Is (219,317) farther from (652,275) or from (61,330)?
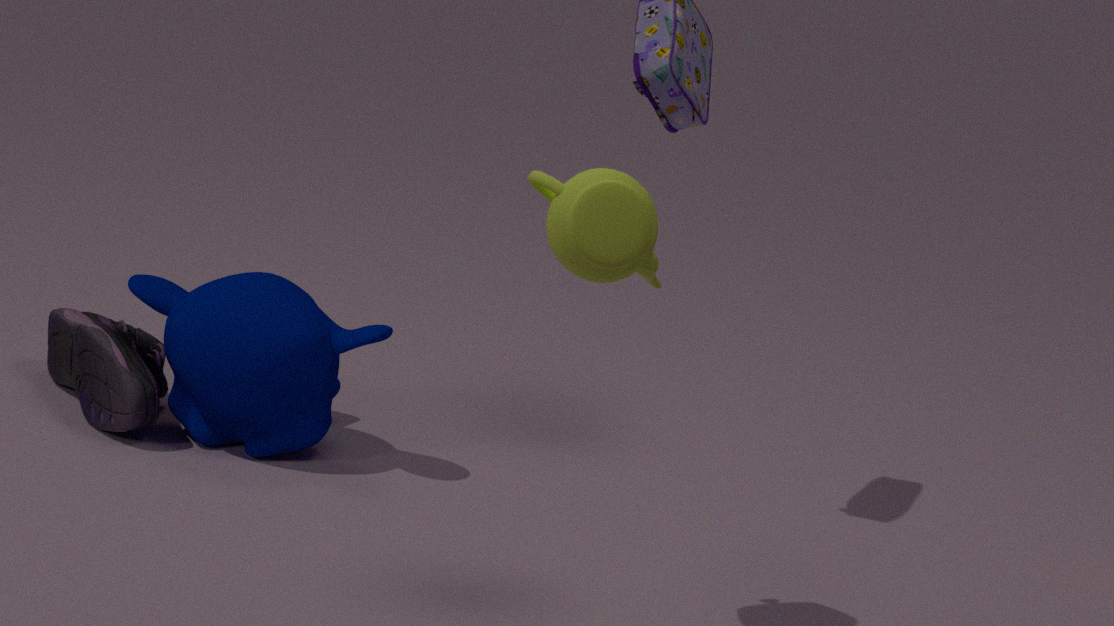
(652,275)
